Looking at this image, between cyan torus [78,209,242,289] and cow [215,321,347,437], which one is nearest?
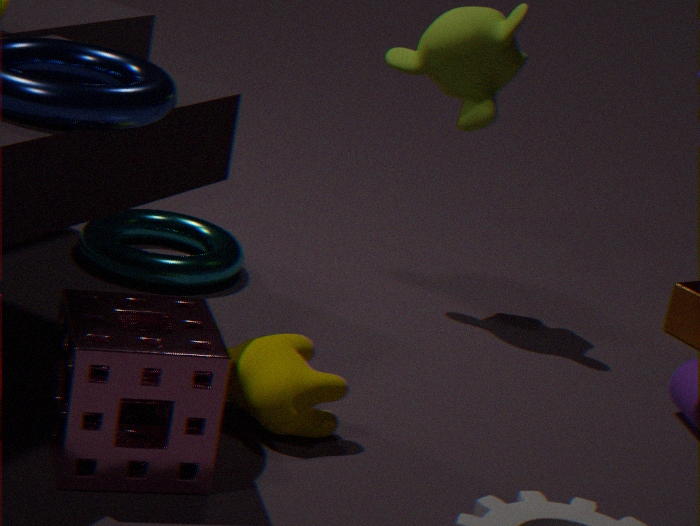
cow [215,321,347,437]
